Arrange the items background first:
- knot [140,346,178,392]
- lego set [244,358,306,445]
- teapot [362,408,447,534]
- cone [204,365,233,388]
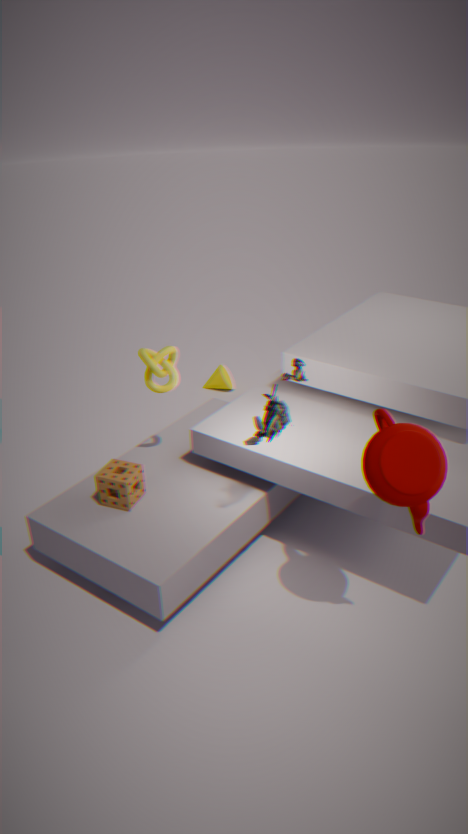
cone [204,365,233,388] → knot [140,346,178,392] → lego set [244,358,306,445] → teapot [362,408,447,534]
